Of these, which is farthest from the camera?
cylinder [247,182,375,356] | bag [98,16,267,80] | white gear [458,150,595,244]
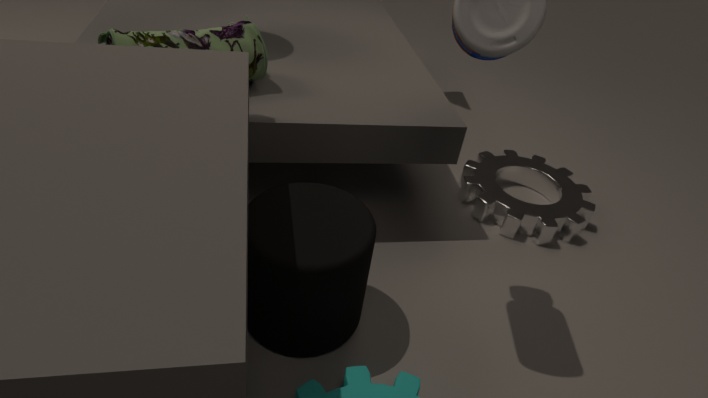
white gear [458,150,595,244]
